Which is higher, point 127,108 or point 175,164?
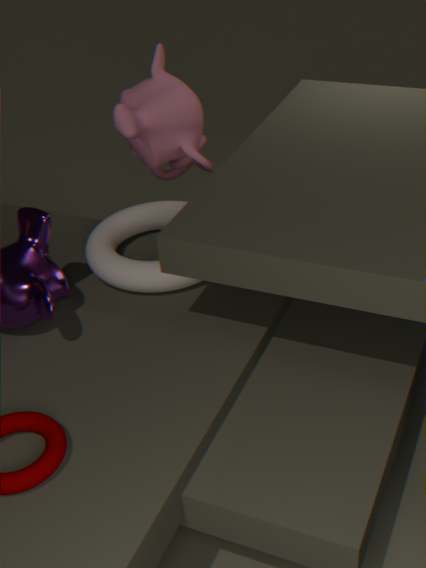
point 127,108
